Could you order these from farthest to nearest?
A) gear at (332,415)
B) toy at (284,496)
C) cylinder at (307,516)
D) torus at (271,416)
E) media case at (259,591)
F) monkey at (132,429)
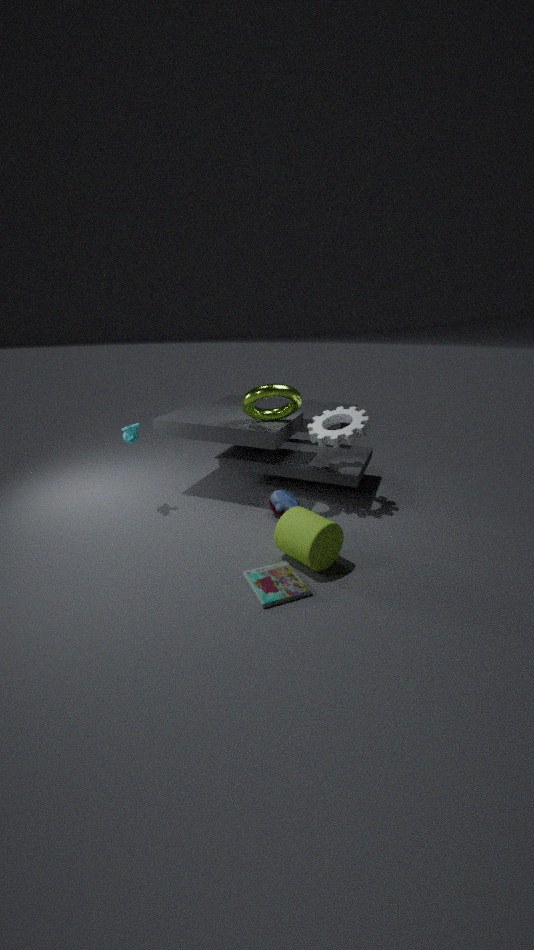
monkey at (132,429) → toy at (284,496) → gear at (332,415) → torus at (271,416) → cylinder at (307,516) → media case at (259,591)
